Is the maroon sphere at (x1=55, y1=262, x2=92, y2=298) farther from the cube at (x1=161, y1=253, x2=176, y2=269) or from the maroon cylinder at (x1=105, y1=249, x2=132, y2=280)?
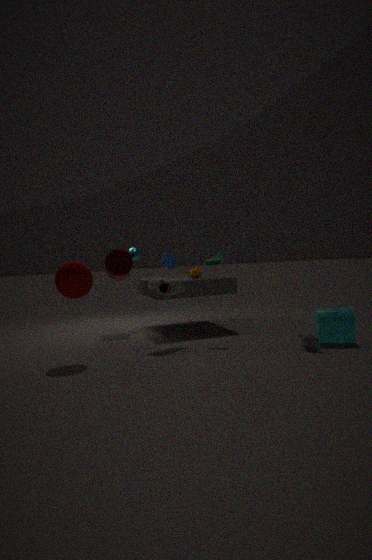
the cube at (x1=161, y1=253, x2=176, y2=269)
